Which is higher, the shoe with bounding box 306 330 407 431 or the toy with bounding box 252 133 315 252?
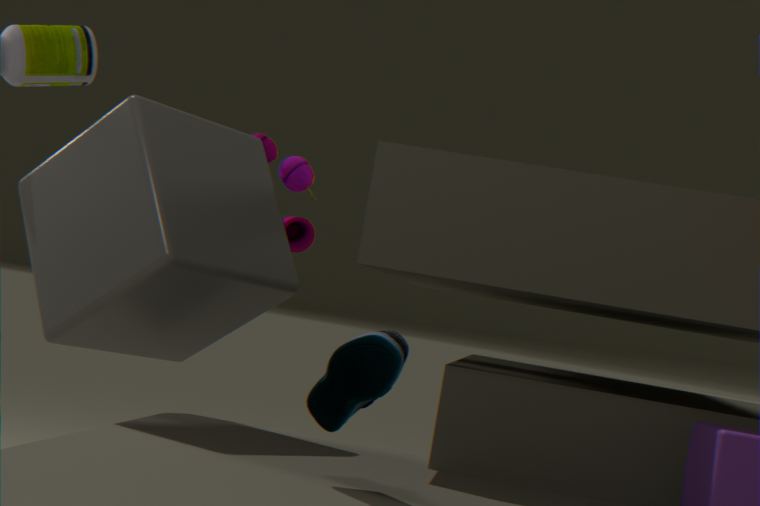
the toy with bounding box 252 133 315 252
